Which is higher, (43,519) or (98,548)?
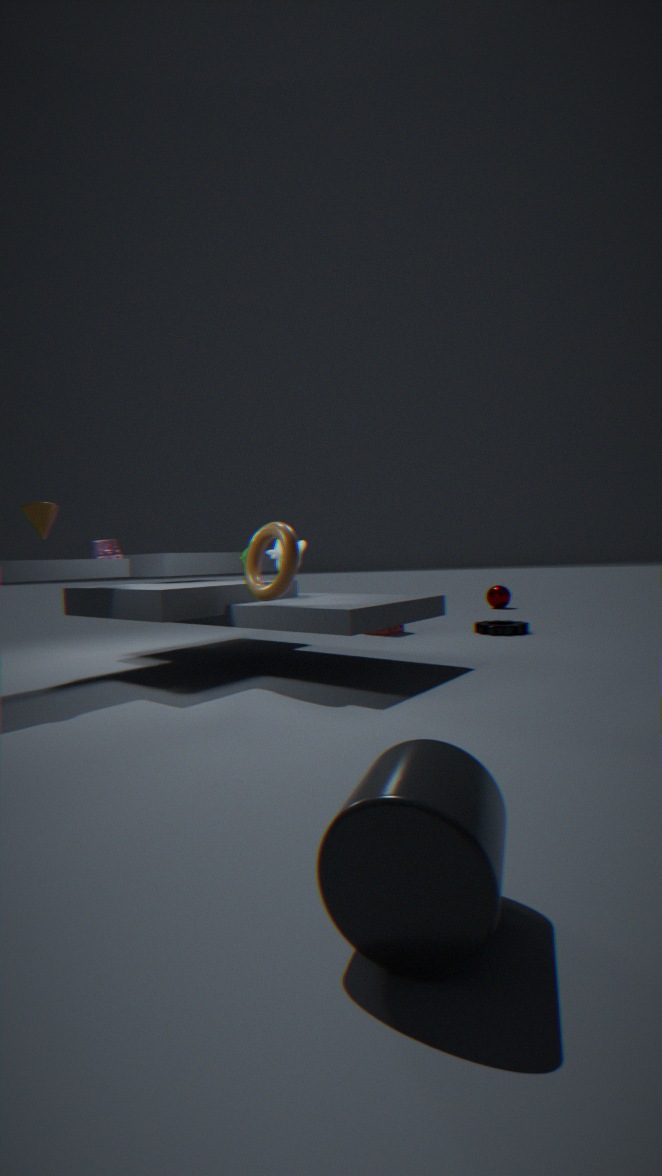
(43,519)
